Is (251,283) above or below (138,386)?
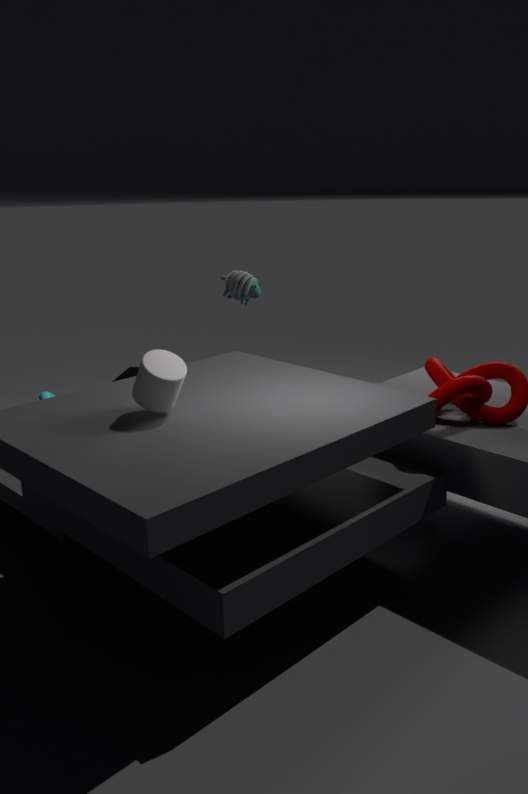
above
